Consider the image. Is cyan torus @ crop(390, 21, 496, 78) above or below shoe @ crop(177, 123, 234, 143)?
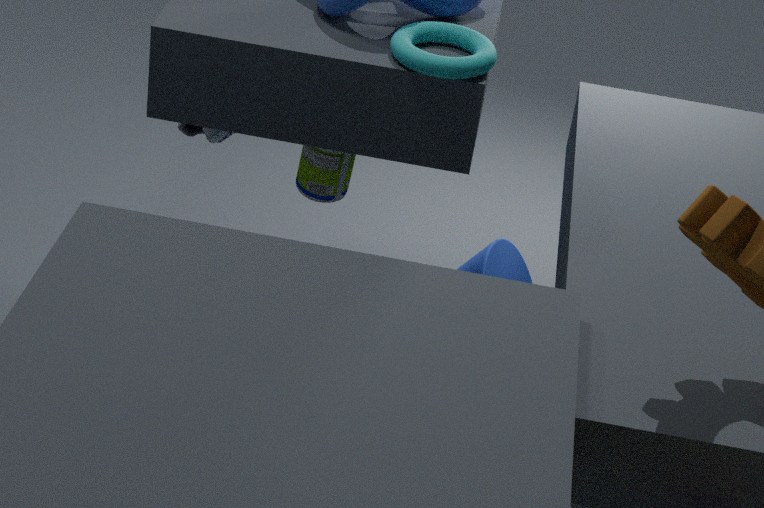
above
